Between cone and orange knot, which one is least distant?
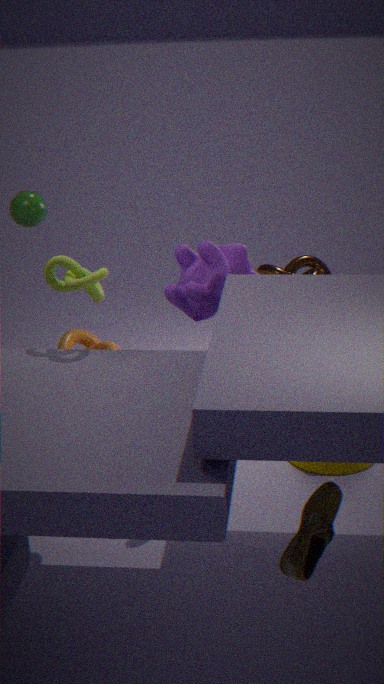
cone
